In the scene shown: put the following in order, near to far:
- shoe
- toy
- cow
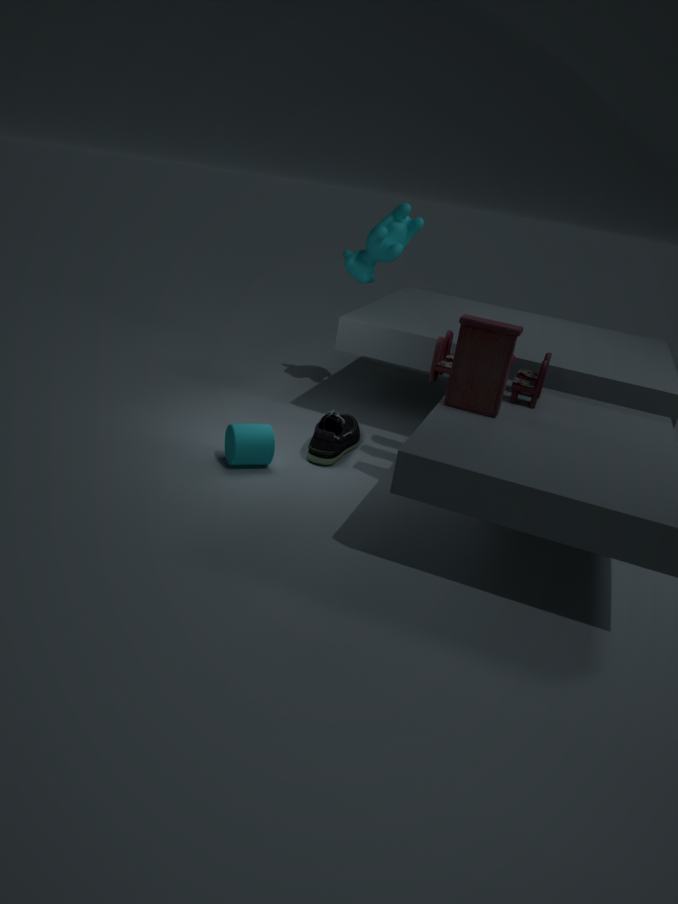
toy, shoe, cow
